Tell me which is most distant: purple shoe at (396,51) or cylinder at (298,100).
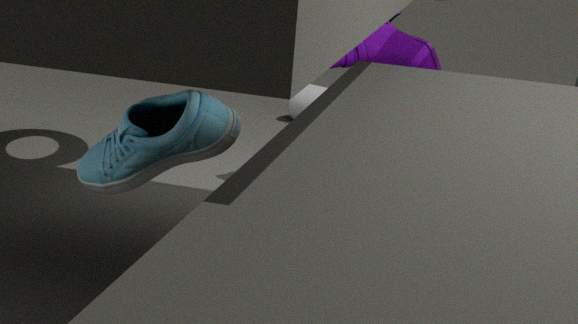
cylinder at (298,100)
